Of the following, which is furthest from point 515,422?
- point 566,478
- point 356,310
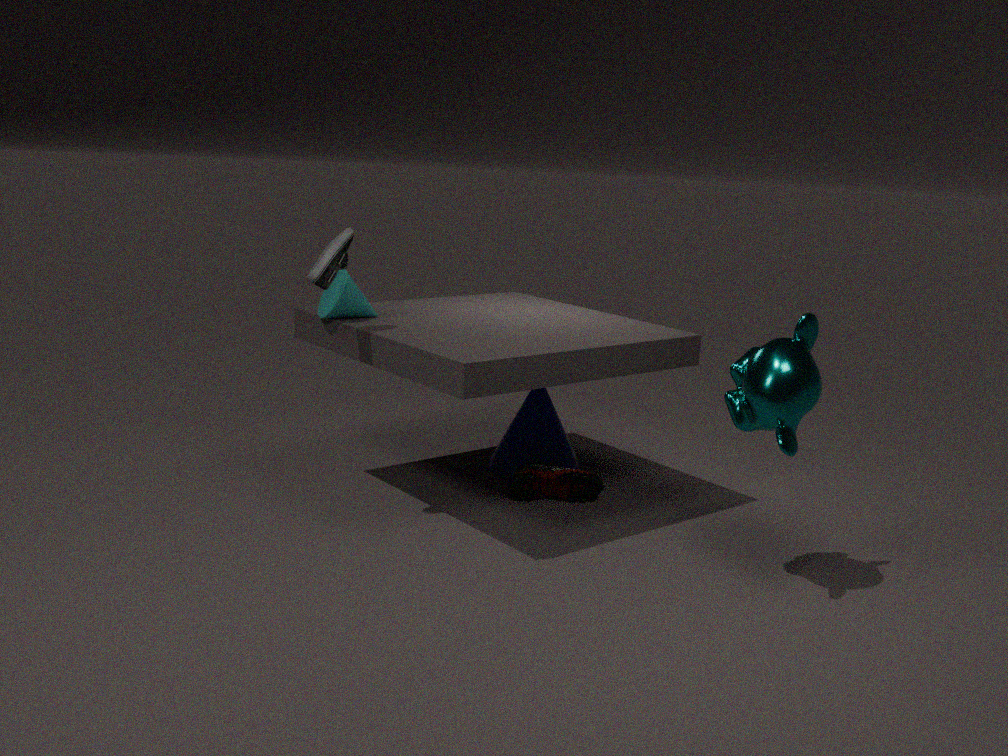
point 356,310
